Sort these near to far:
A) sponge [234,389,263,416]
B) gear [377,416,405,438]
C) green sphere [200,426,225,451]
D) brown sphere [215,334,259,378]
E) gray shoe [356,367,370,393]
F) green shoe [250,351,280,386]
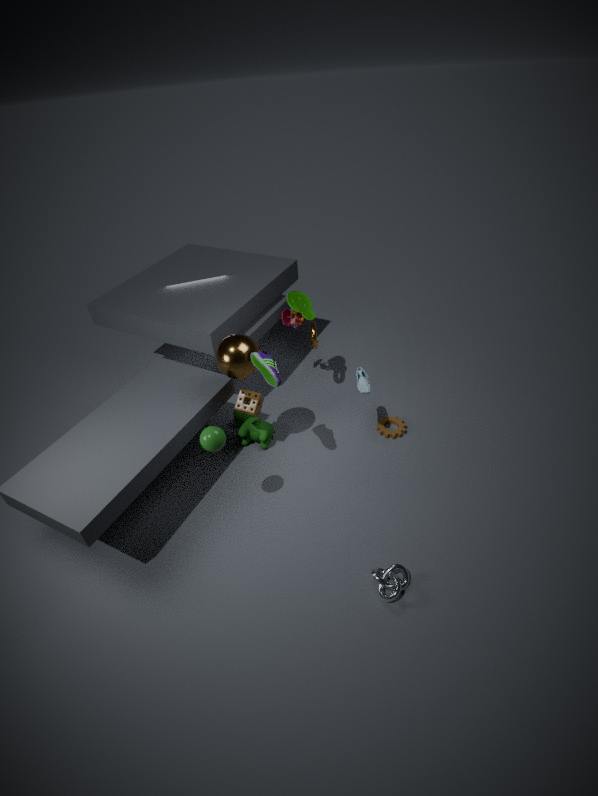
1. green sphere [200,426,225,451]
2. green shoe [250,351,280,386]
3. brown sphere [215,334,259,378]
4. gray shoe [356,367,370,393]
5. sponge [234,389,263,416]
6. gear [377,416,405,438]
